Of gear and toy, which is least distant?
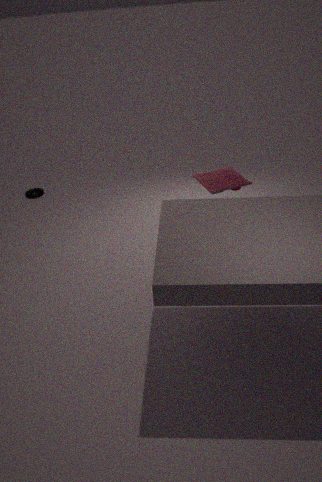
toy
